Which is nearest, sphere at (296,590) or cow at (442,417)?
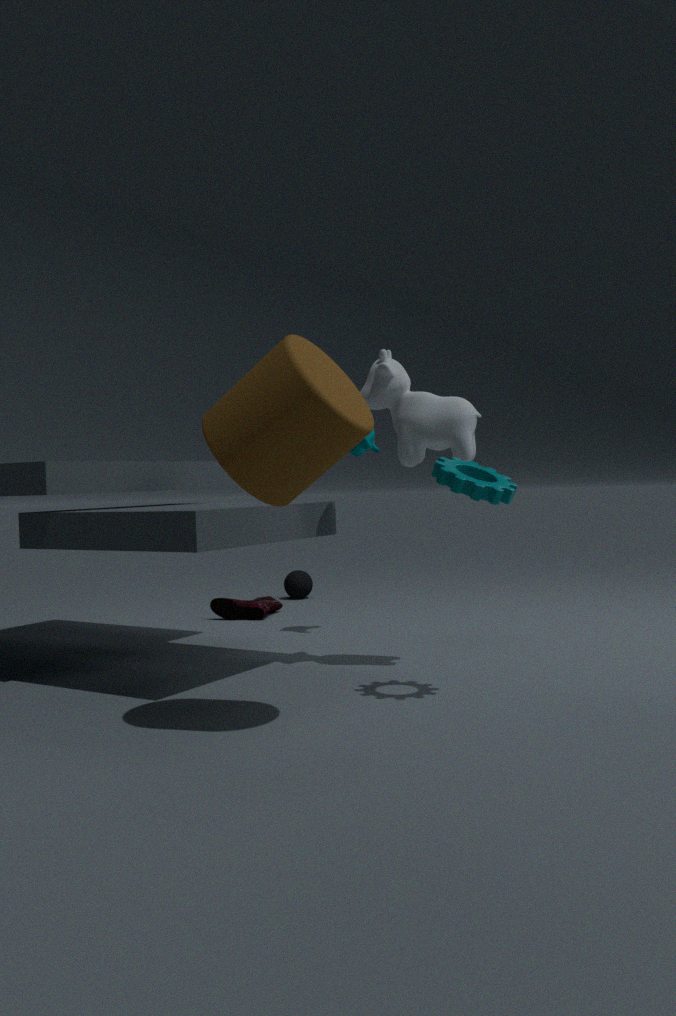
cow at (442,417)
